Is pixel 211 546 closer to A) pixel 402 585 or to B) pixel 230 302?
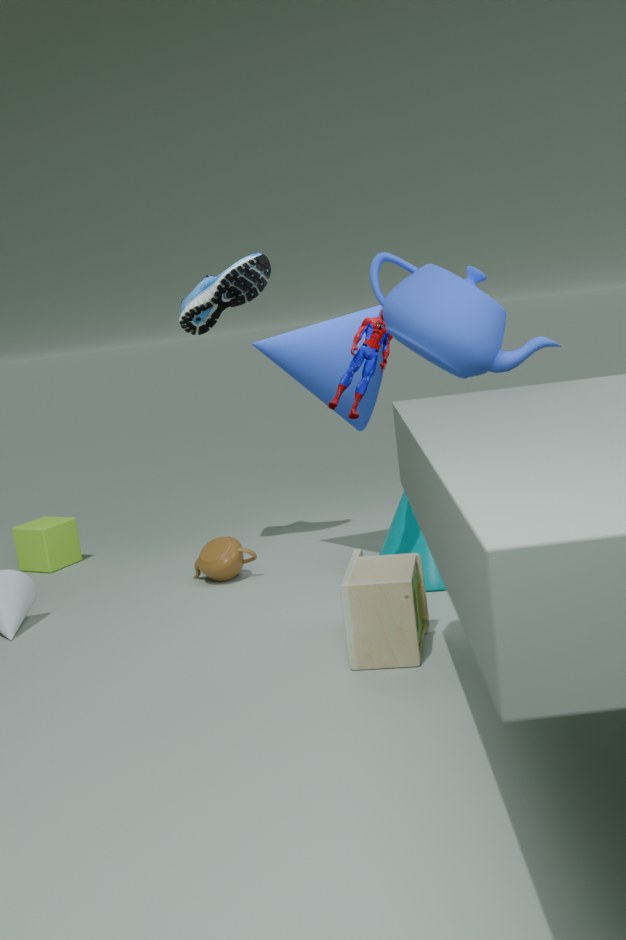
B) pixel 230 302
